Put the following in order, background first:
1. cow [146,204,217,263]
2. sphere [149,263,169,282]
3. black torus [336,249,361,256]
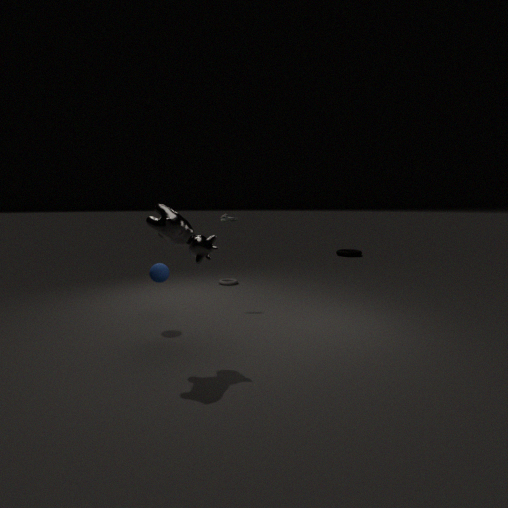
1. black torus [336,249,361,256]
2. sphere [149,263,169,282]
3. cow [146,204,217,263]
